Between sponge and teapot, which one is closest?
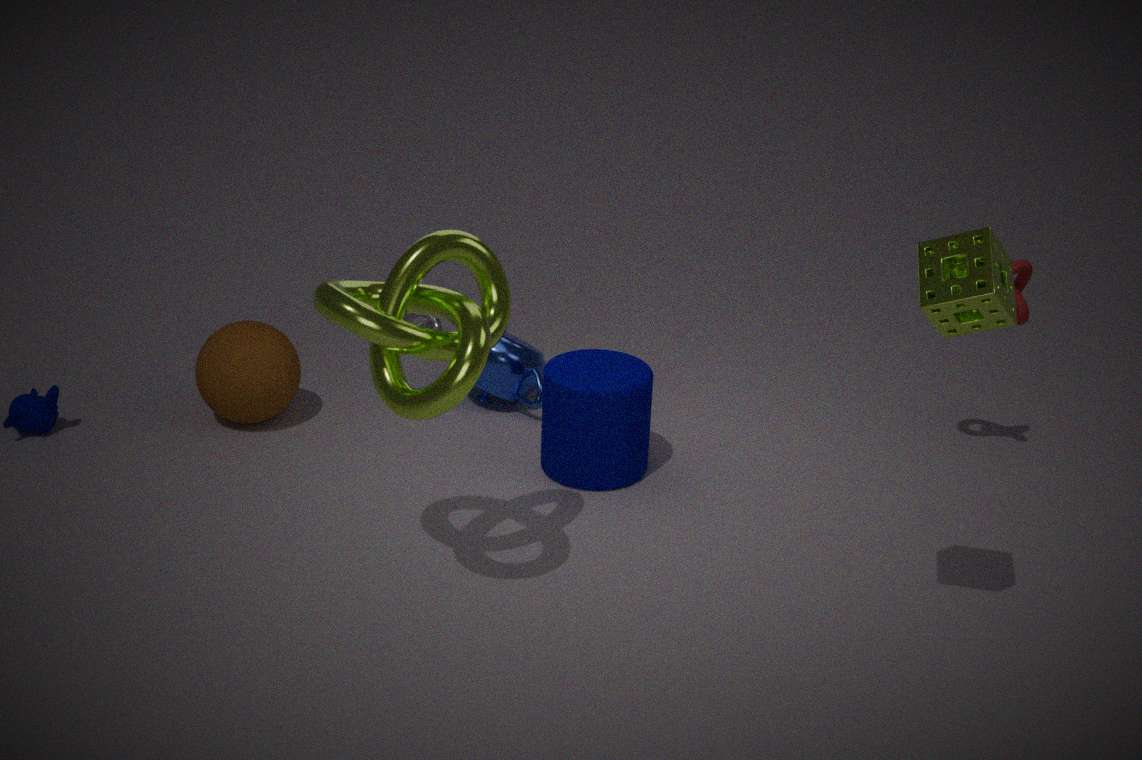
sponge
